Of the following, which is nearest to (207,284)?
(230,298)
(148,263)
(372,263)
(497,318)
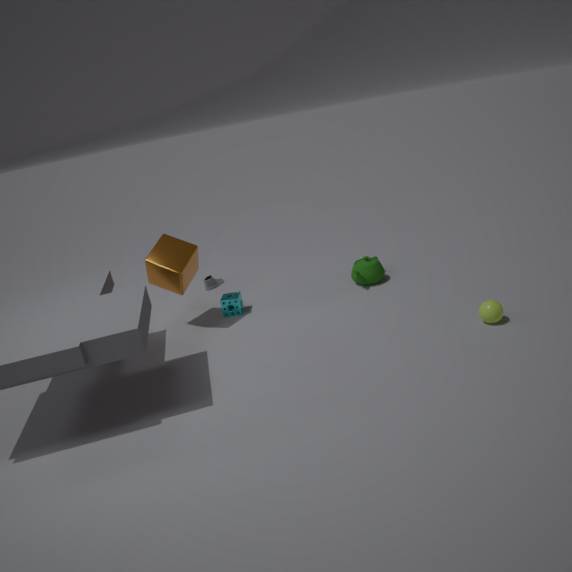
(230,298)
